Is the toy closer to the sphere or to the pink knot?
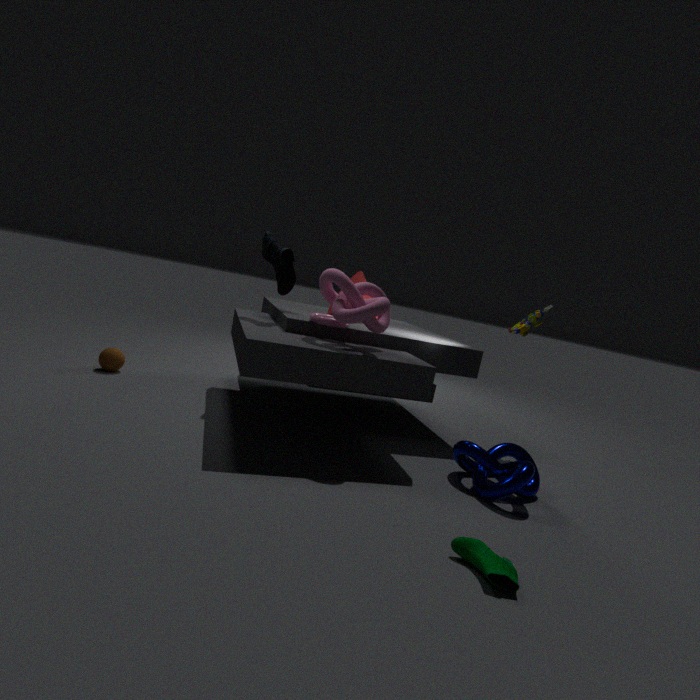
the pink knot
